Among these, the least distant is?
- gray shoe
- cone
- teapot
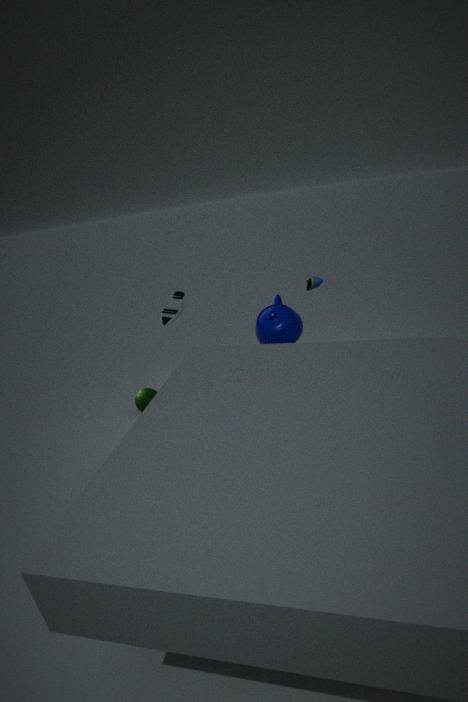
teapot
